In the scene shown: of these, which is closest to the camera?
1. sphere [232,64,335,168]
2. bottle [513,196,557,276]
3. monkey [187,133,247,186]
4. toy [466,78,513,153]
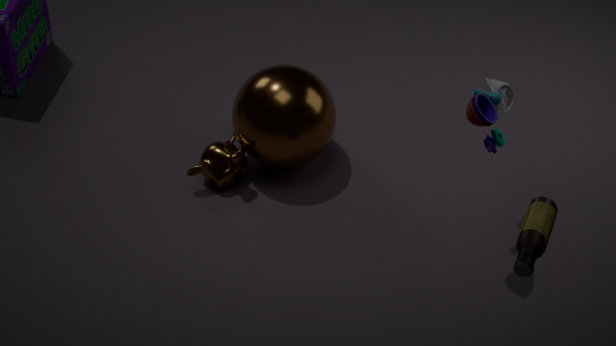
bottle [513,196,557,276]
